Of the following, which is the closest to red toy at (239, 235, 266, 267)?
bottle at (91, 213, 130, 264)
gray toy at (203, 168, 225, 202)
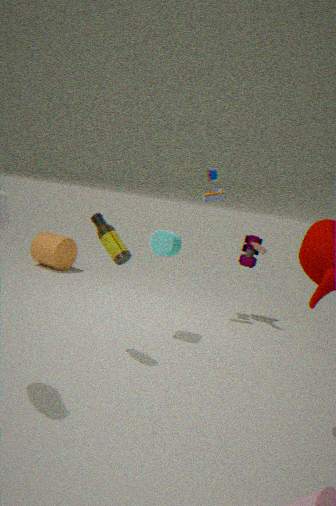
gray toy at (203, 168, 225, 202)
